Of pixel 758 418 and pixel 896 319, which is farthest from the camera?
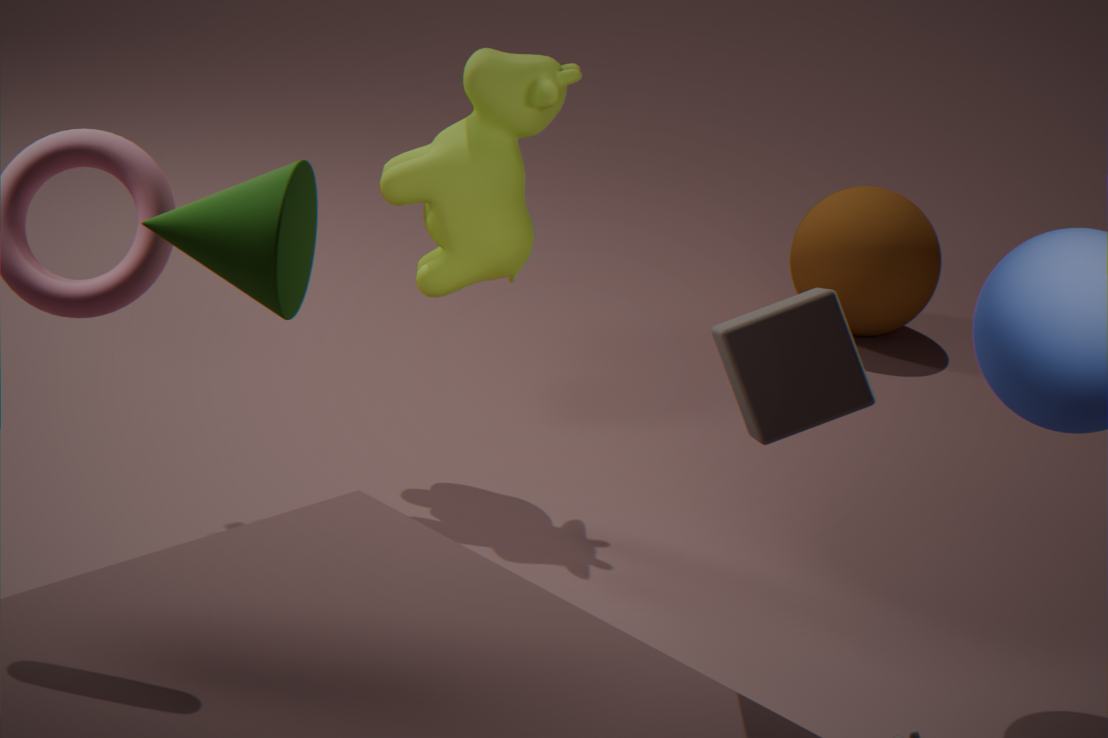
pixel 896 319
